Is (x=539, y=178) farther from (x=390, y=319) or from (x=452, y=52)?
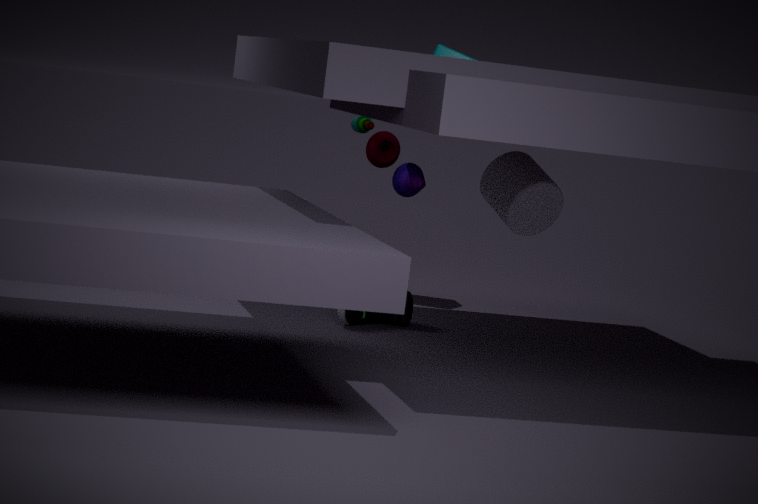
(x=452, y=52)
